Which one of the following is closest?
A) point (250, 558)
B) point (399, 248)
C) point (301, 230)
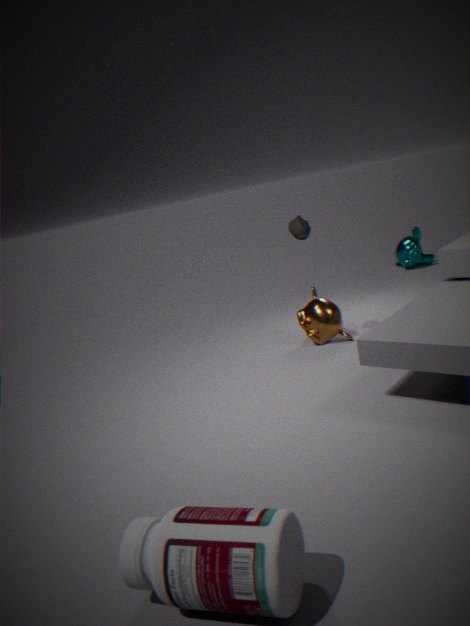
point (250, 558)
